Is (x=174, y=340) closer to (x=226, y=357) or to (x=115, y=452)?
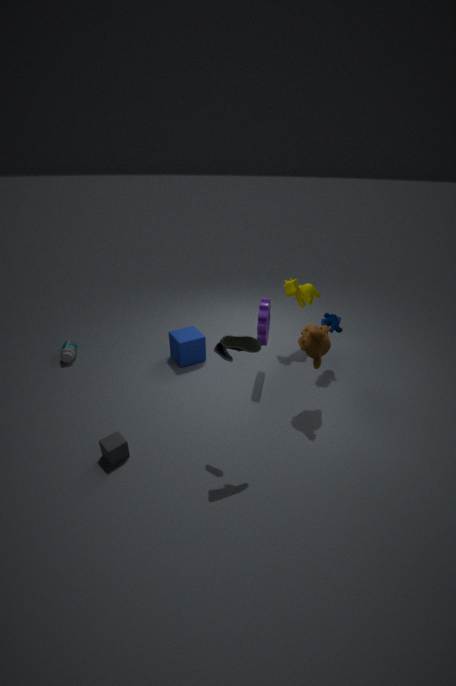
(x=226, y=357)
